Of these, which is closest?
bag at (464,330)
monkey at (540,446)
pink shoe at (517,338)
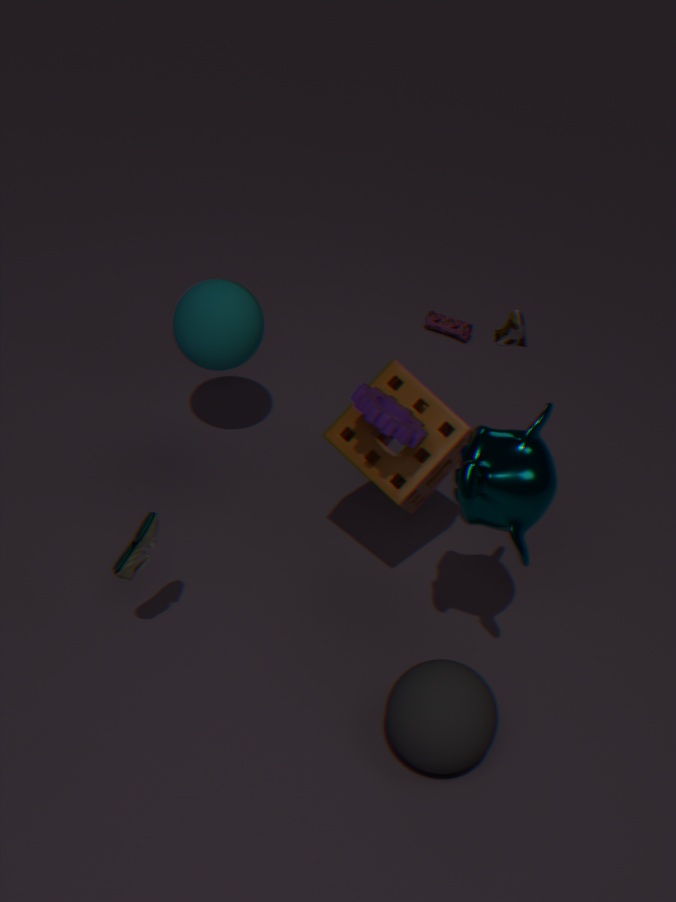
monkey at (540,446)
